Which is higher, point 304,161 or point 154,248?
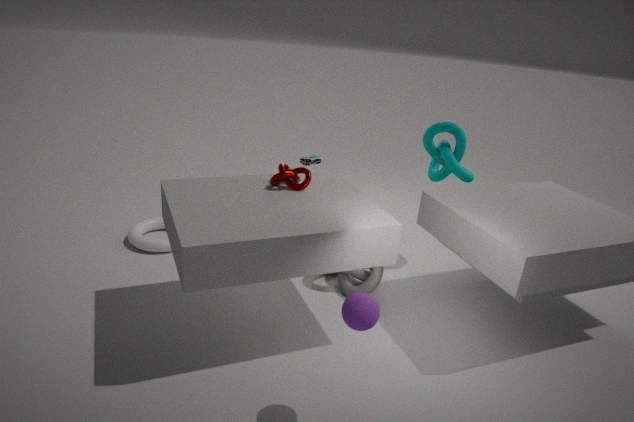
point 304,161
